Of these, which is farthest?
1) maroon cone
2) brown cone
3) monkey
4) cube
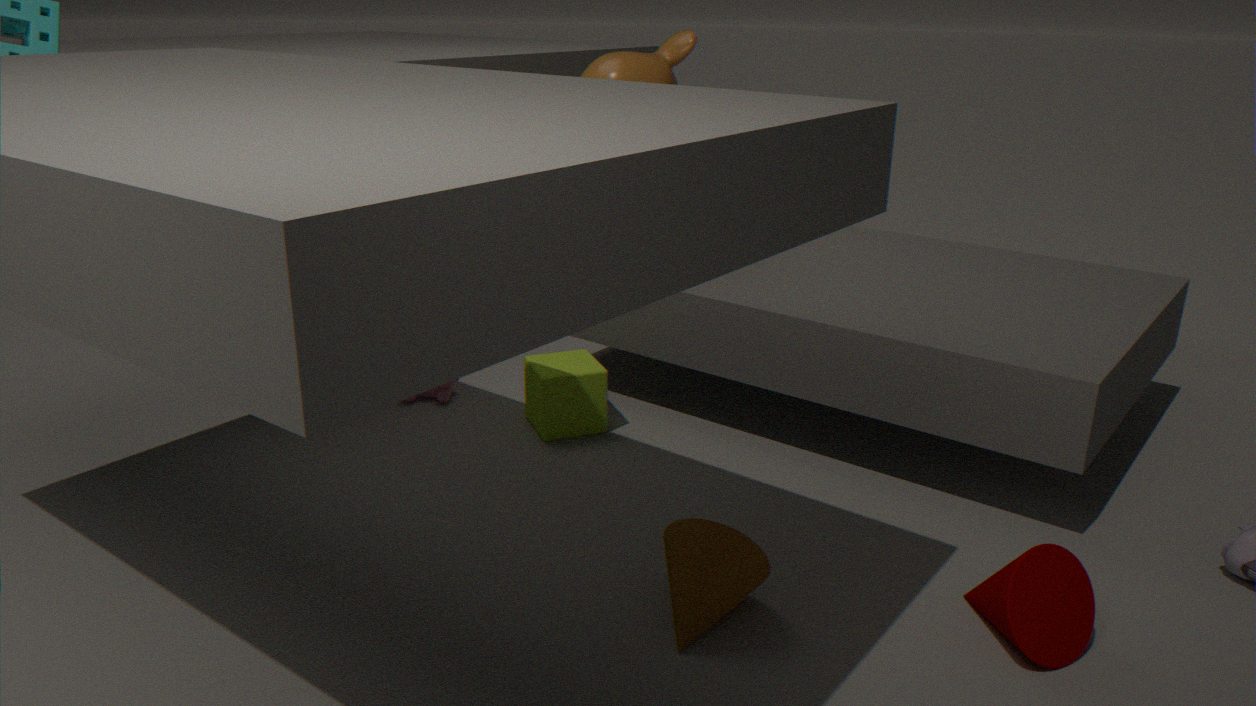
3. monkey
